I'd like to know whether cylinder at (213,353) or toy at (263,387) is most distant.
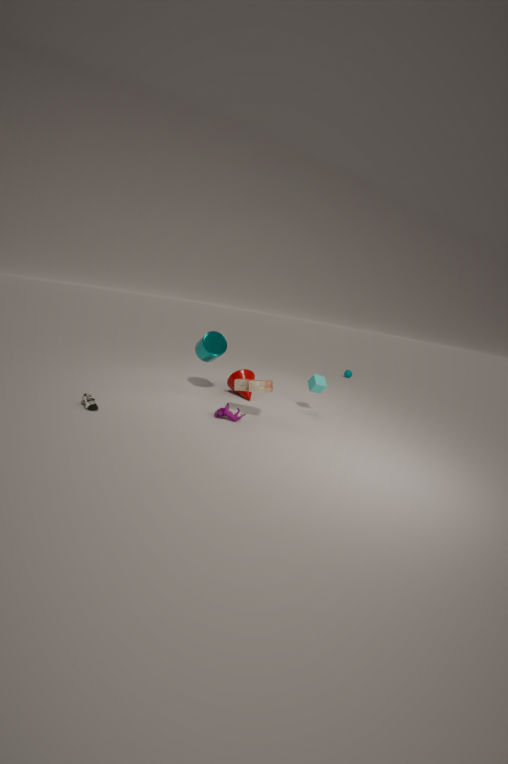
cylinder at (213,353)
